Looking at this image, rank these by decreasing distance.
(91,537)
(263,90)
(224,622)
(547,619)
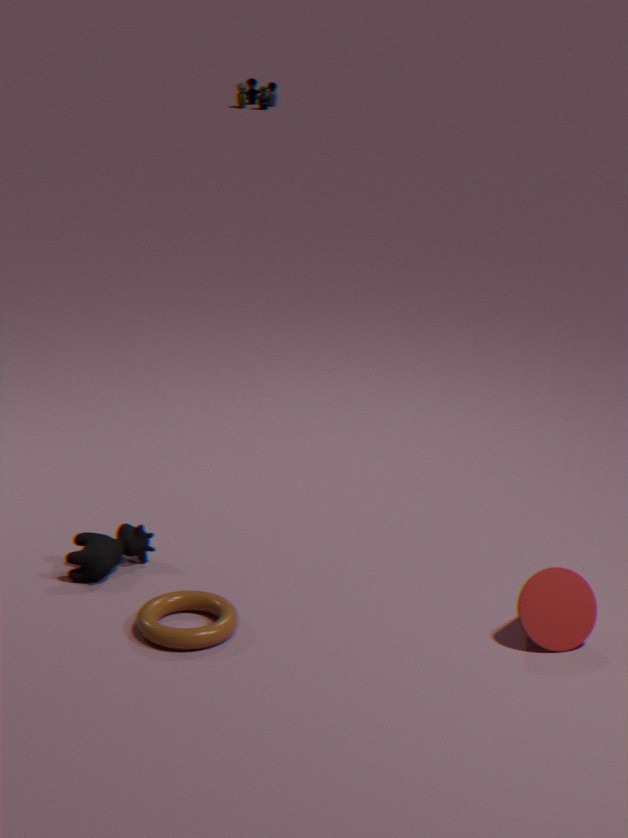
(263,90) < (91,537) < (224,622) < (547,619)
